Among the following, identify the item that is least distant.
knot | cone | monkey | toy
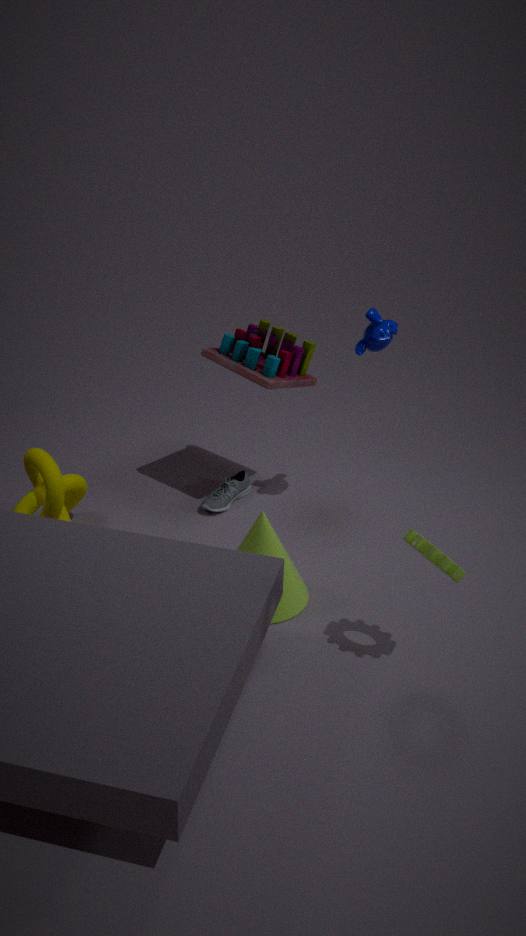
cone
